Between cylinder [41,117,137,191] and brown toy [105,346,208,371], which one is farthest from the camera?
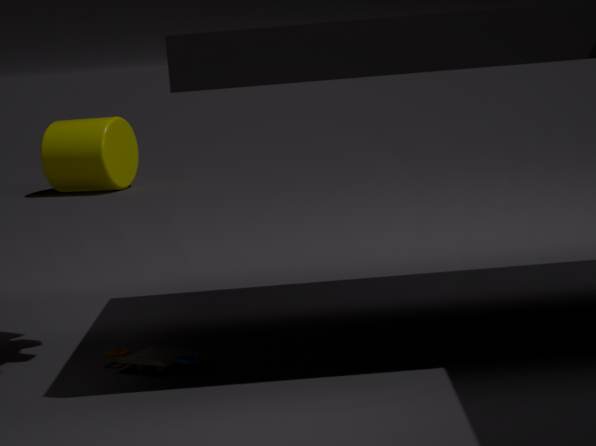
cylinder [41,117,137,191]
